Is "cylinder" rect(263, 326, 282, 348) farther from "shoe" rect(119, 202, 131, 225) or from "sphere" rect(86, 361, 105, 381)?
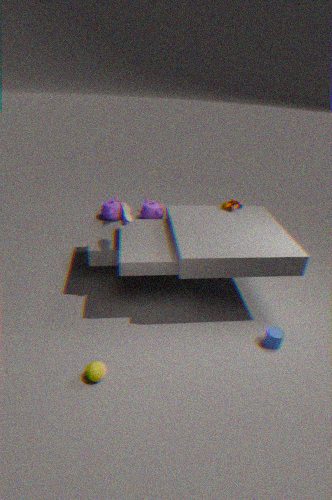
"shoe" rect(119, 202, 131, 225)
